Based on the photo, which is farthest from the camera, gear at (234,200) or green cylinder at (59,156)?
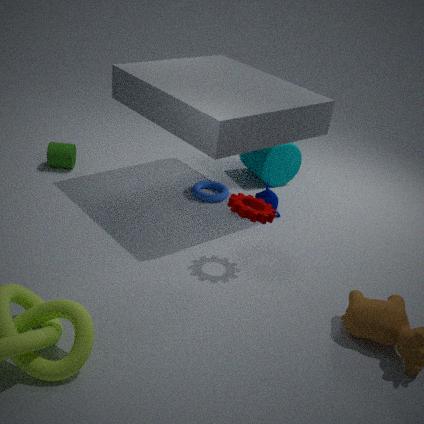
green cylinder at (59,156)
